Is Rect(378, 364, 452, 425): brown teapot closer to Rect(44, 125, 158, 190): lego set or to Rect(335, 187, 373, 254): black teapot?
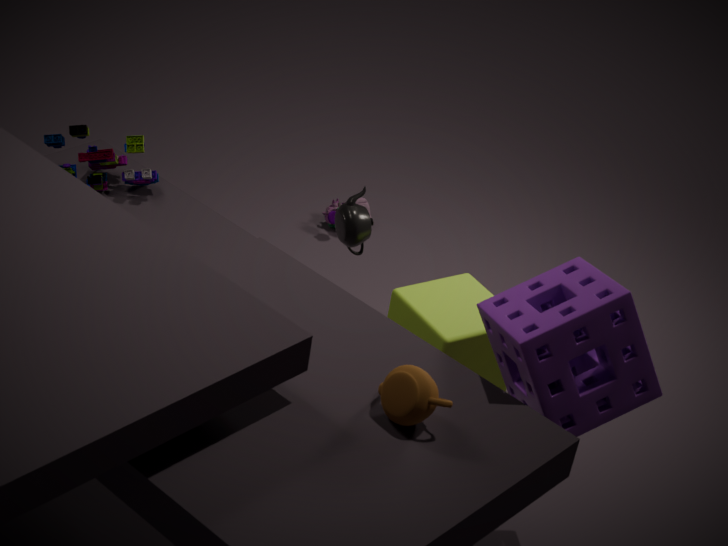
Rect(335, 187, 373, 254): black teapot
